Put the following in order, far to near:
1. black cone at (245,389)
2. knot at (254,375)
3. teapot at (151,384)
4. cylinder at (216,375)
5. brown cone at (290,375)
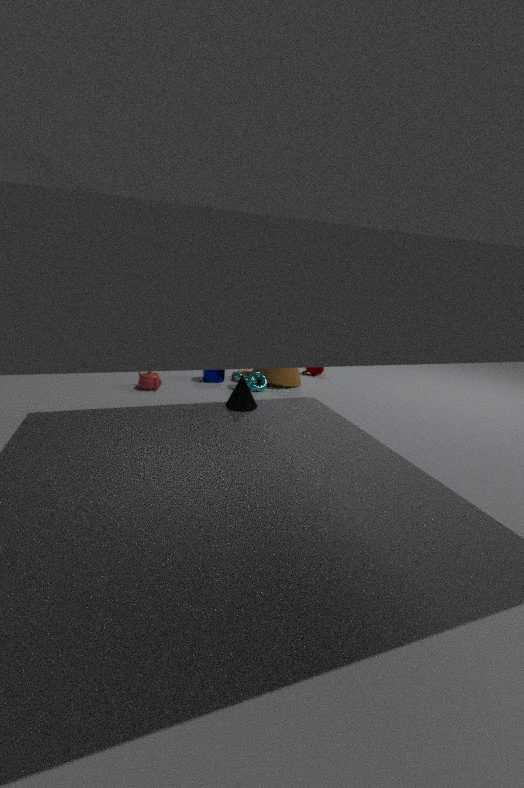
cylinder at (216,375)
brown cone at (290,375)
knot at (254,375)
teapot at (151,384)
black cone at (245,389)
